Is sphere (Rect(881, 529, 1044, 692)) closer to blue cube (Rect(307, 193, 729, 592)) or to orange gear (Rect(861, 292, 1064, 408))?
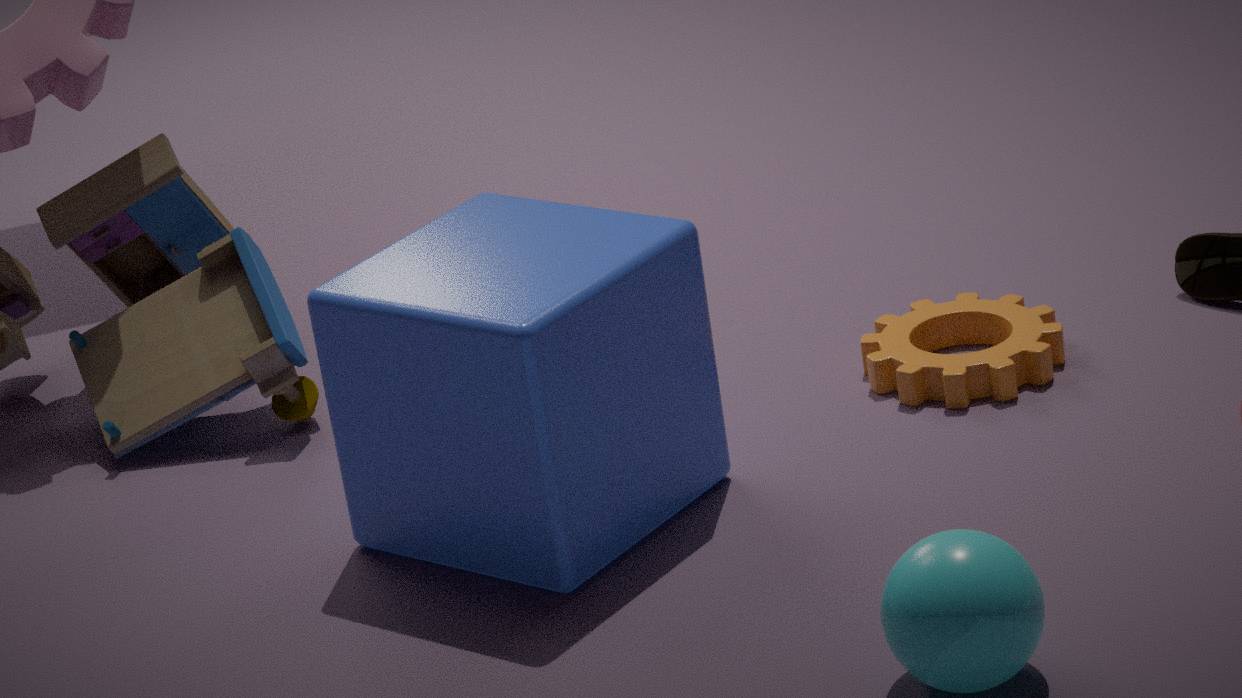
blue cube (Rect(307, 193, 729, 592))
